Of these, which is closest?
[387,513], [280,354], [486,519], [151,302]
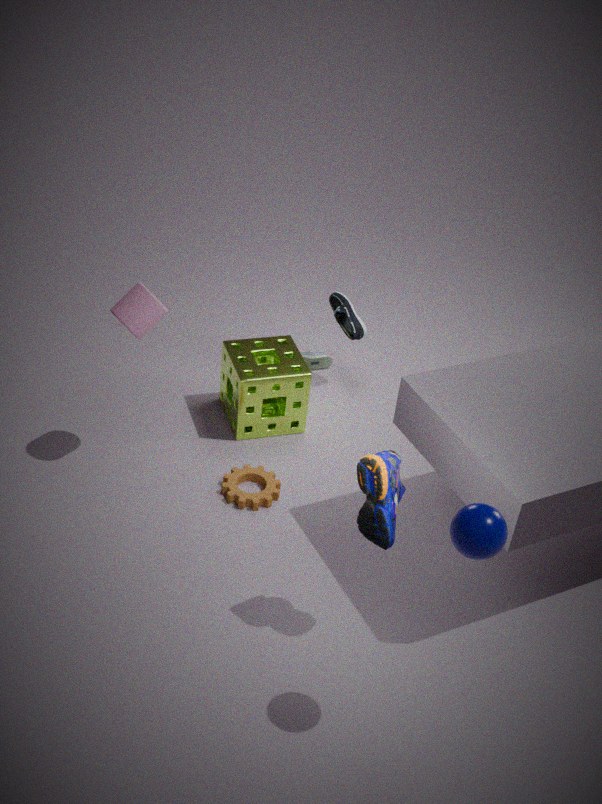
[486,519]
